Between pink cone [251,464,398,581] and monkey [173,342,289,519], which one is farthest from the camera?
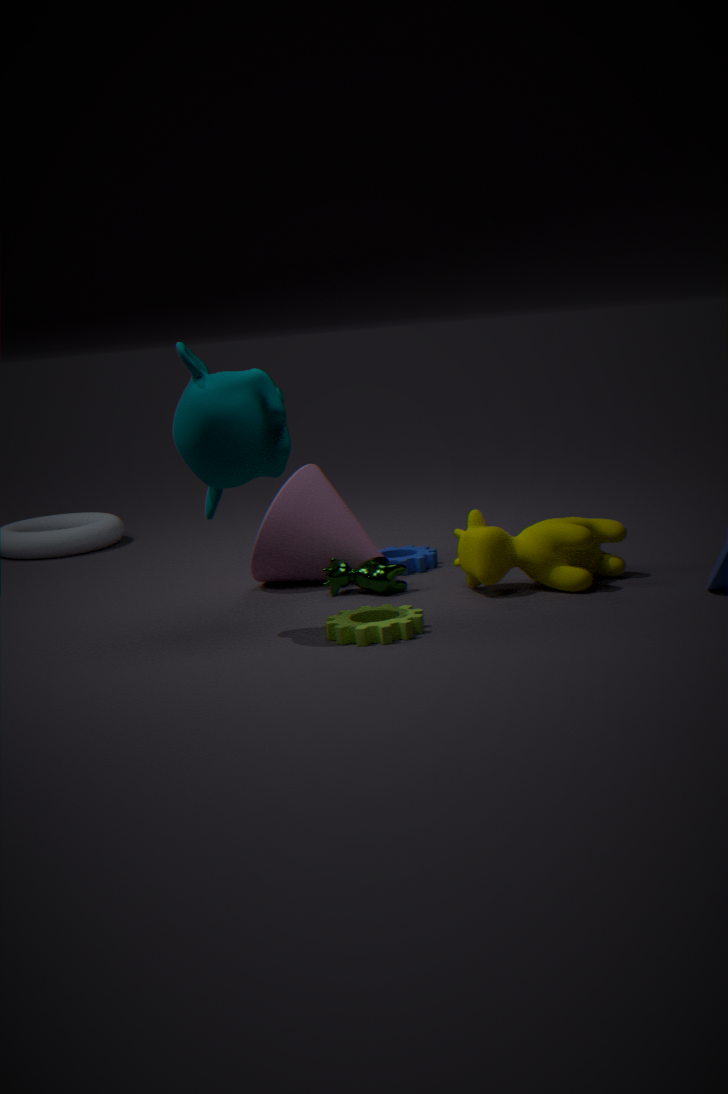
pink cone [251,464,398,581]
